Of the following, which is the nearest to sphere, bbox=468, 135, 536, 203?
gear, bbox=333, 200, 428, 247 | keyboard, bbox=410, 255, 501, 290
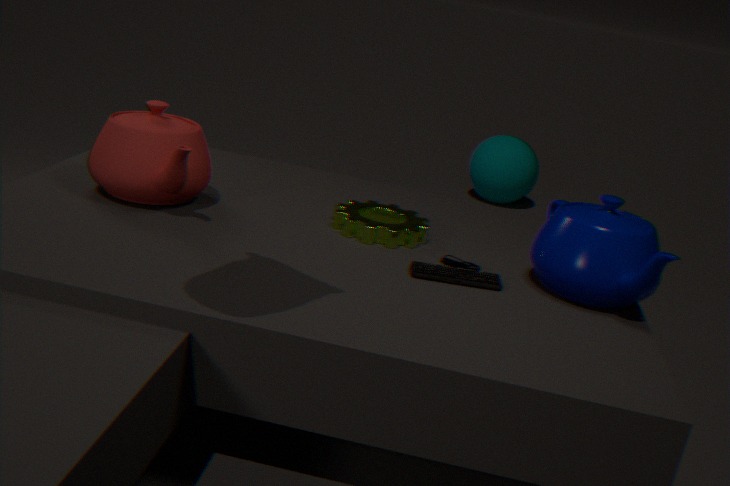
gear, bbox=333, 200, 428, 247
